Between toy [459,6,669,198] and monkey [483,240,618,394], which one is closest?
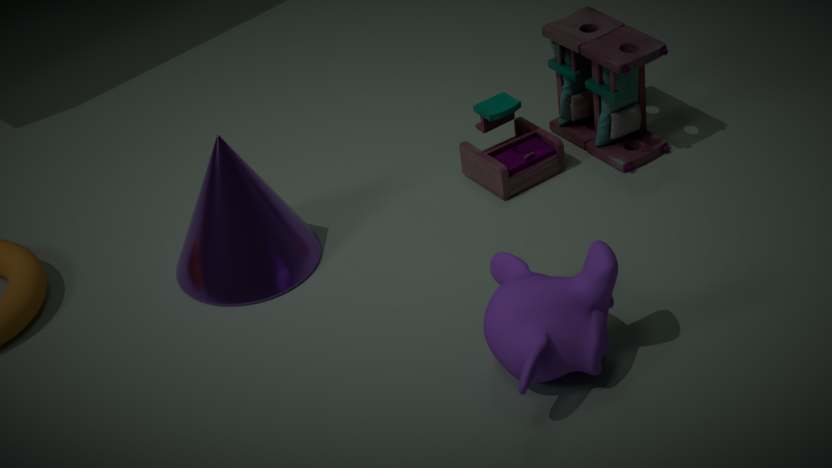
monkey [483,240,618,394]
